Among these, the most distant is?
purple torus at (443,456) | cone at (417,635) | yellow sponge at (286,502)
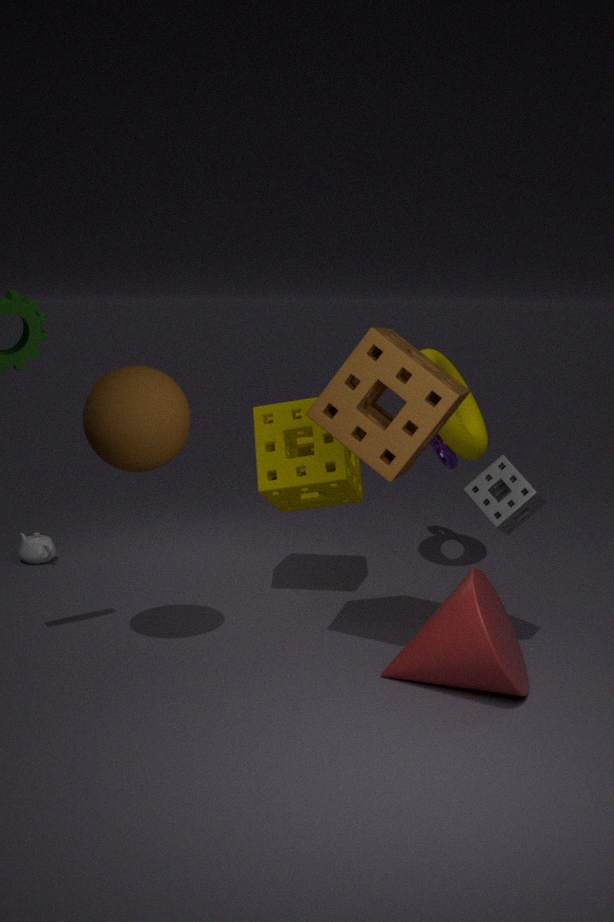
purple torus at (443,456)
